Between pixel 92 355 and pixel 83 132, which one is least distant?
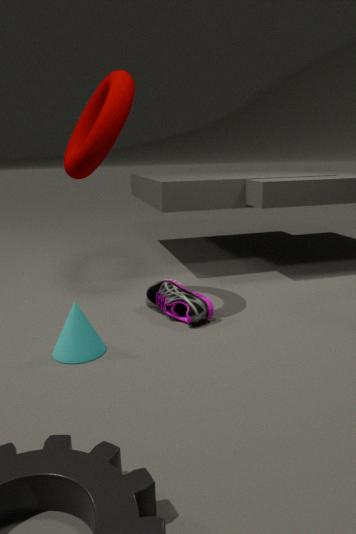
pixel 92 355
